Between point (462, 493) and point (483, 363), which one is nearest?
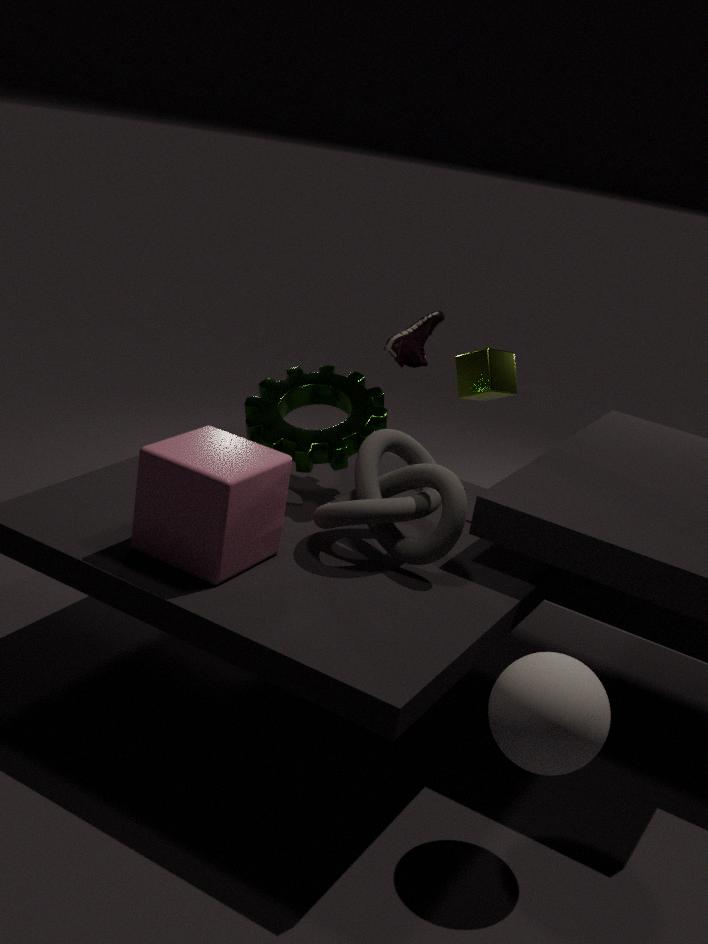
point (462, 493)
